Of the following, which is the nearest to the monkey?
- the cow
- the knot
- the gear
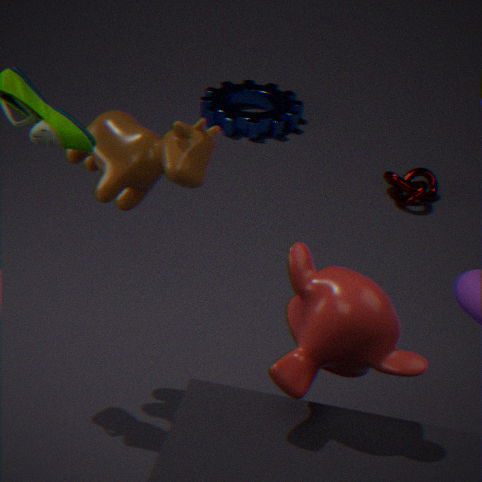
the cow
